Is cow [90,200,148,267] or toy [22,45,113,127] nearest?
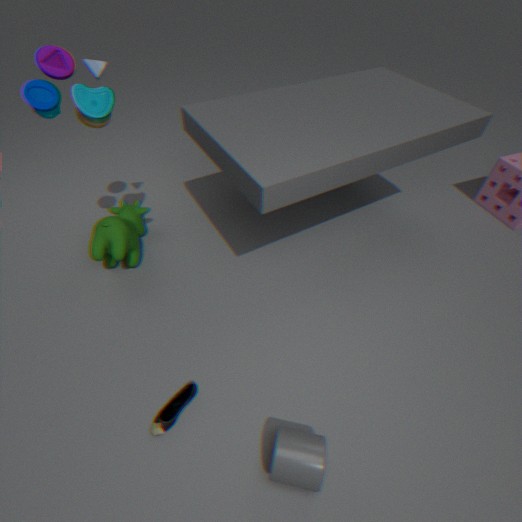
toy [22,45,113,127]
